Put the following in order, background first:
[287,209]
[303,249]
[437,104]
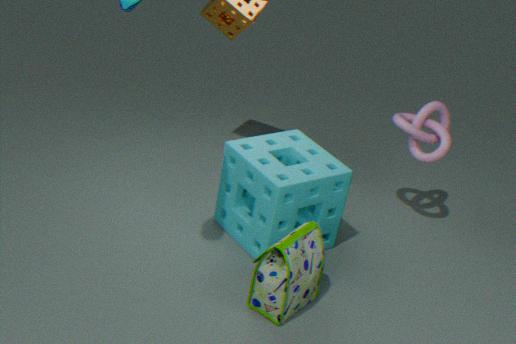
[437,104]
[287,209]
[303,249]
